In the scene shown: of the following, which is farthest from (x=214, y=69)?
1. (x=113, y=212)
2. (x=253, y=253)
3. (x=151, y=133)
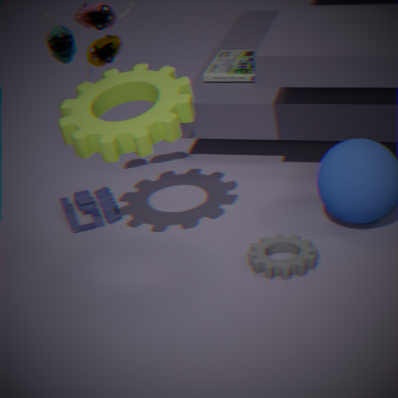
(x=253, y=253)
